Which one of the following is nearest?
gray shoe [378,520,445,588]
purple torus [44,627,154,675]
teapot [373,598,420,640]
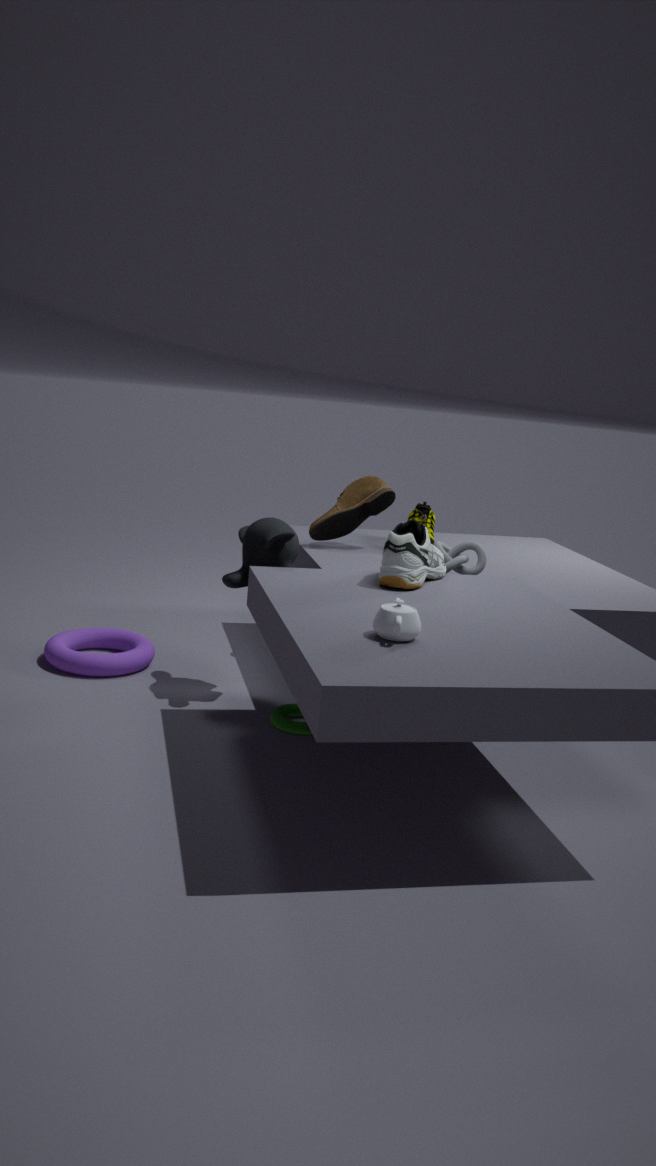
teapot [373,598,420,640]
